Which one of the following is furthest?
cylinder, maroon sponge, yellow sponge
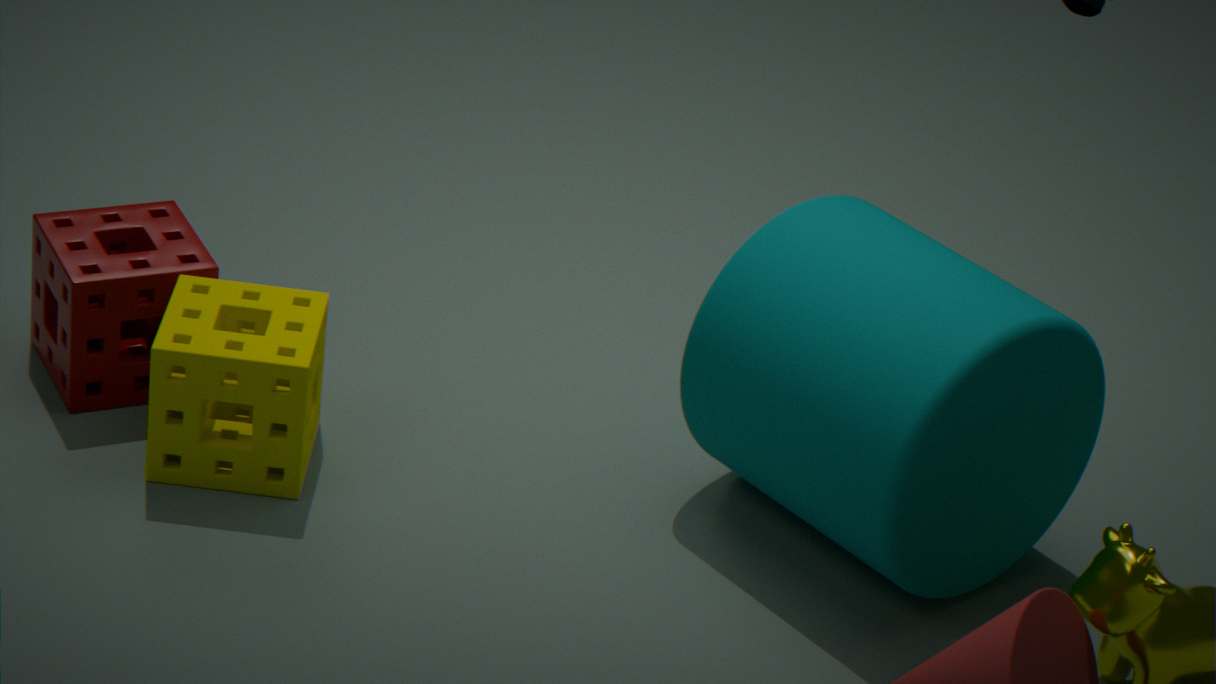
maroon sponge
